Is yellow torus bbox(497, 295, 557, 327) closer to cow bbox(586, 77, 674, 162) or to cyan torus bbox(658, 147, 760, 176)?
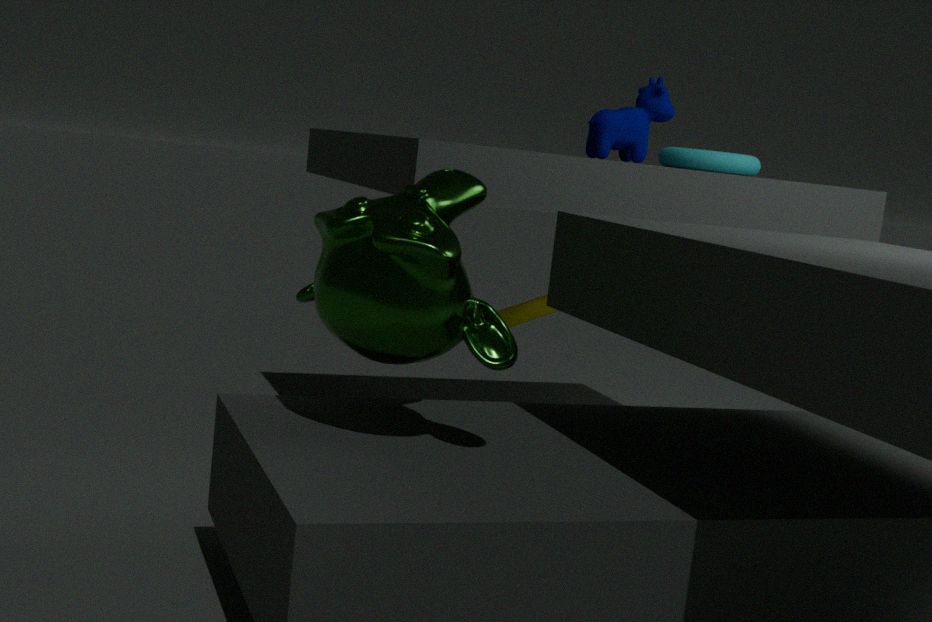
cow bbox(586, 77, 674, 162)
